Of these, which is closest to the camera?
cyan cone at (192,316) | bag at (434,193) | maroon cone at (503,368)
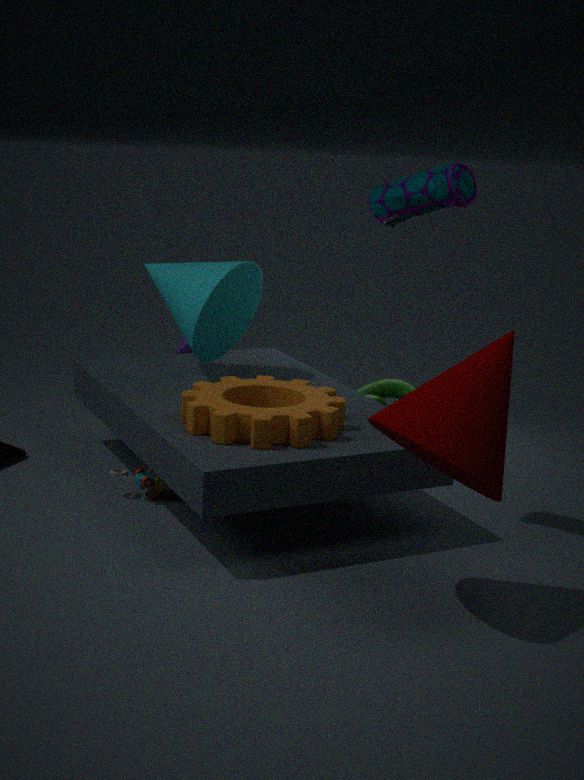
maroon cone at (503,368)
